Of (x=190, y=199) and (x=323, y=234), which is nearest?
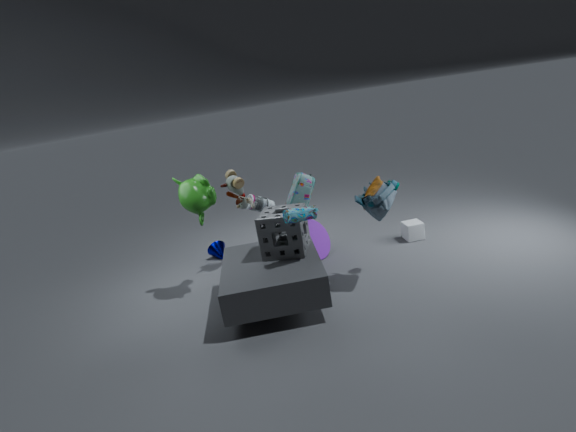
(x=190, y=199)
